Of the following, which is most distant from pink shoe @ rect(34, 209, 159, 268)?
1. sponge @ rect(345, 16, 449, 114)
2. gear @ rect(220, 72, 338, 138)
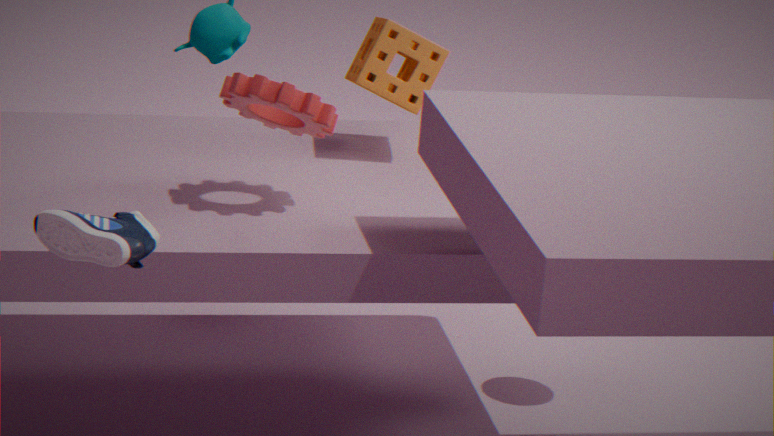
sponge @ rect(345, 16, 449, 114)
